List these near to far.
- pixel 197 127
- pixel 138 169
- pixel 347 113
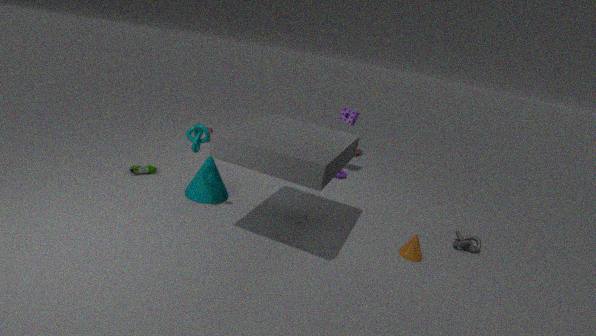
pixel 197 127
pixel 138 169
pixel 347 113
